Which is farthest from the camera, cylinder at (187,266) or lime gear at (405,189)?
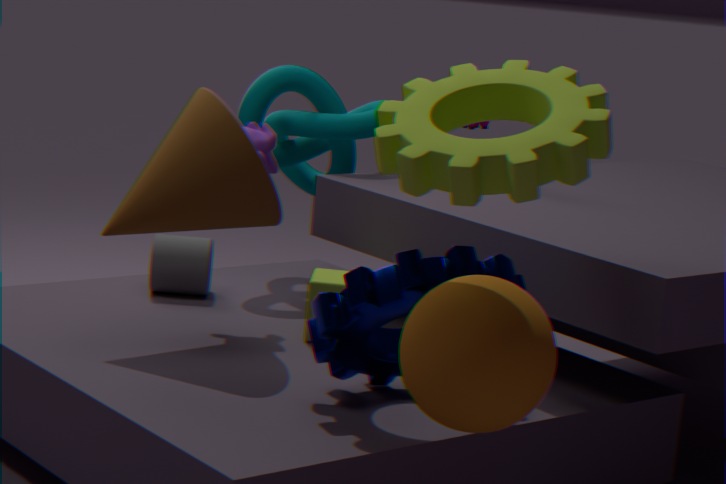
cylinder at (187,266)
